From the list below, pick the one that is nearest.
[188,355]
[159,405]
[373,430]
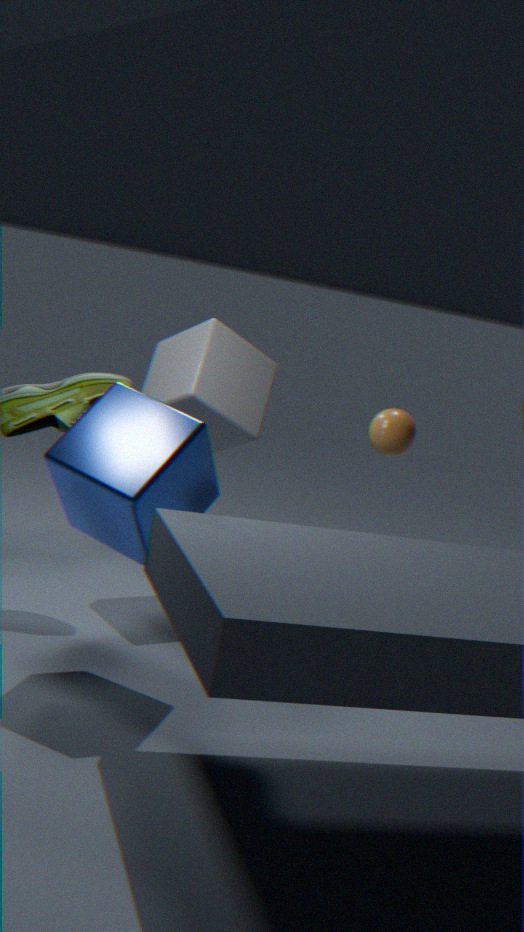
[159,405]
